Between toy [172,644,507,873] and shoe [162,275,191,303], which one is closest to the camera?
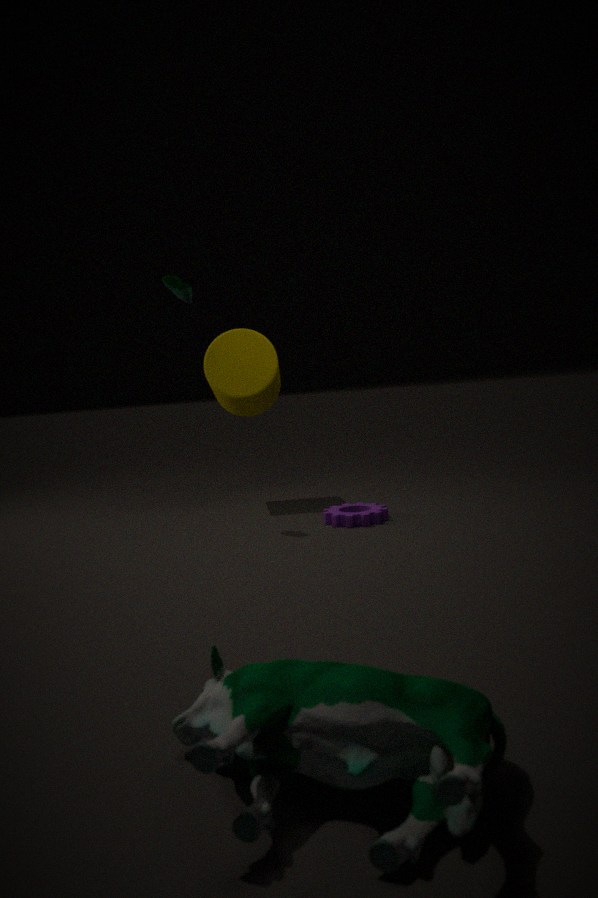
toy [172,644,507,873]
